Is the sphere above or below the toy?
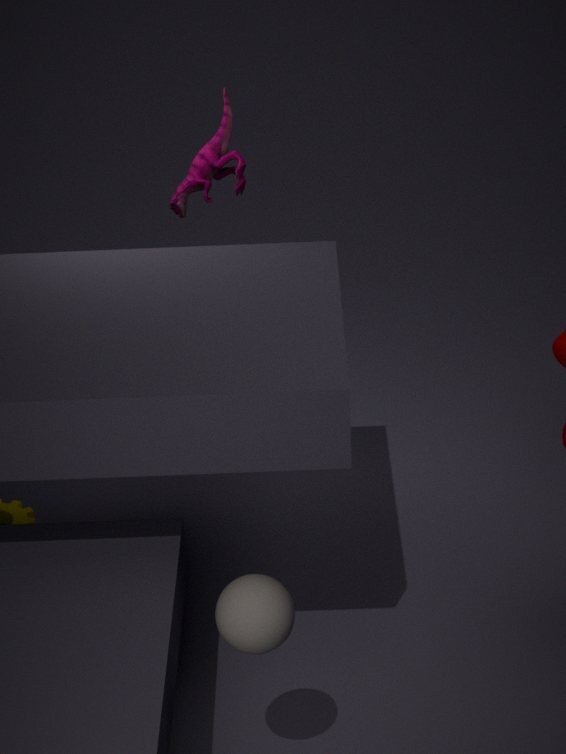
below
